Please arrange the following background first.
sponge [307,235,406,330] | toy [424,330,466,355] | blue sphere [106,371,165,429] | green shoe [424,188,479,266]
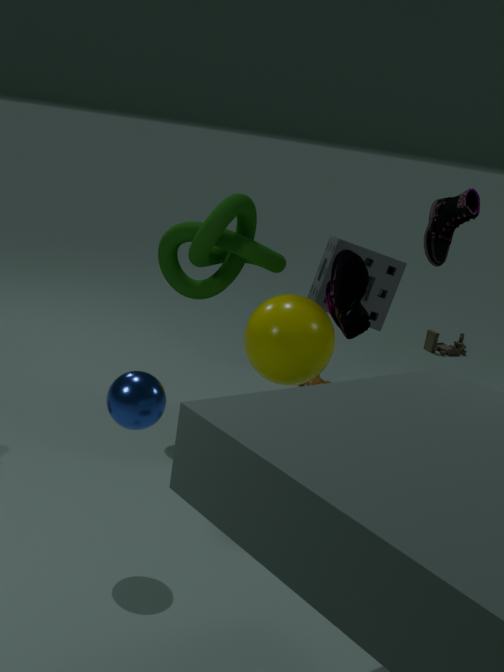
toy [424,330,466,355] → sponge [307,235,406,330] → green shoe [424,188,479,266] → blue sphere [106,371,165,429]
